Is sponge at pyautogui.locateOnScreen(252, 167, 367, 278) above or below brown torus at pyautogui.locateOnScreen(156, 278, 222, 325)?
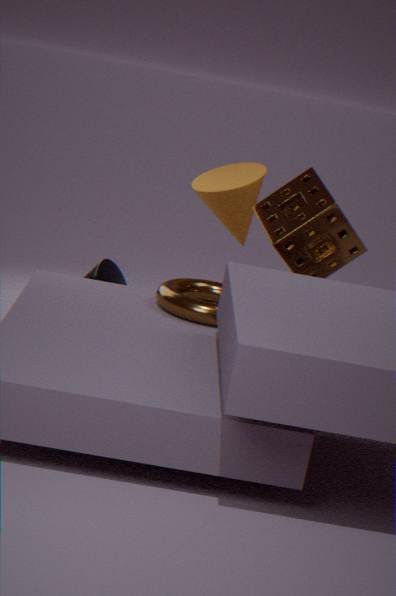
above
